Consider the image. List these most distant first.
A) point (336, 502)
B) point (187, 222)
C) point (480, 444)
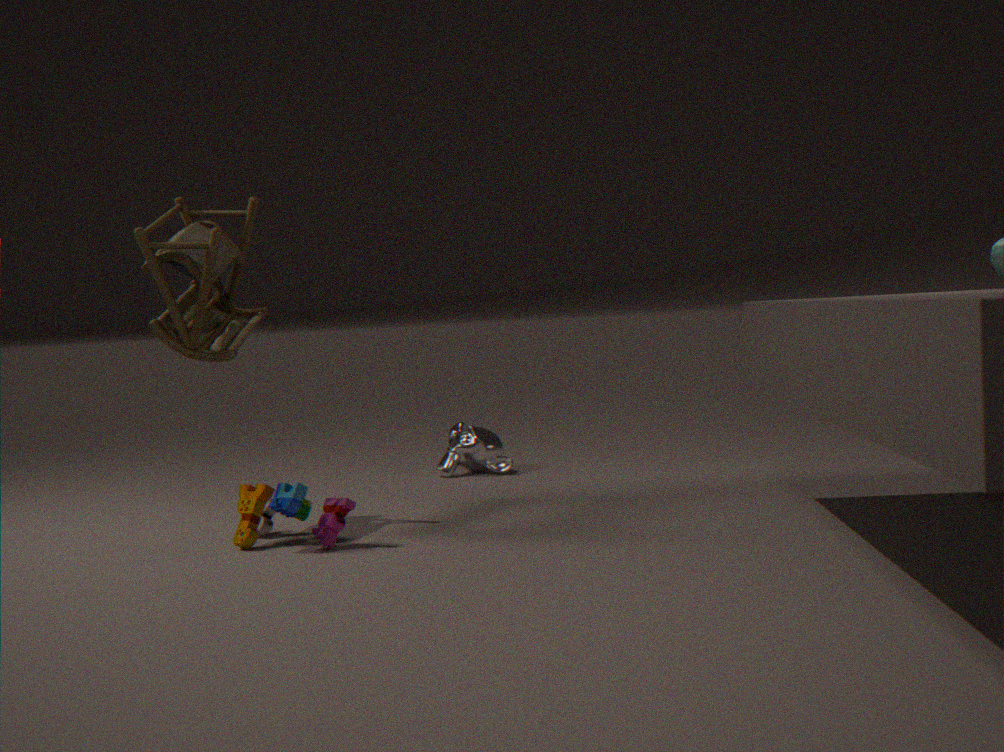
point (480, 444) → point (187, 222) → point (336, 502)
